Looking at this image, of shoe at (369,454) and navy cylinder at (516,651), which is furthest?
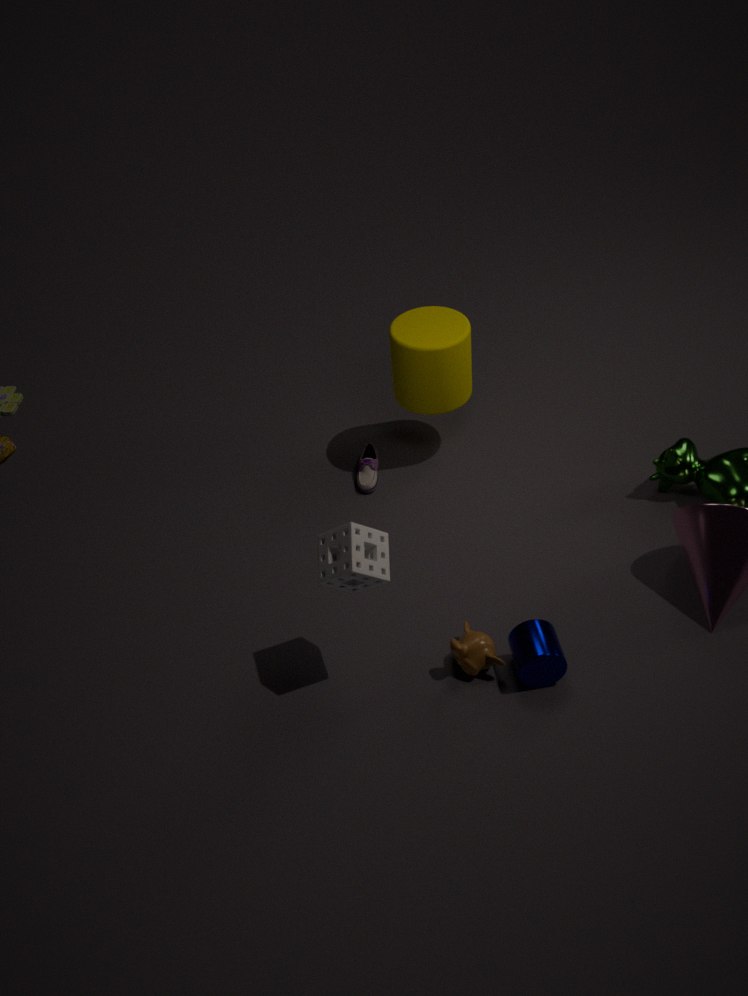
shoe at (369,454)
